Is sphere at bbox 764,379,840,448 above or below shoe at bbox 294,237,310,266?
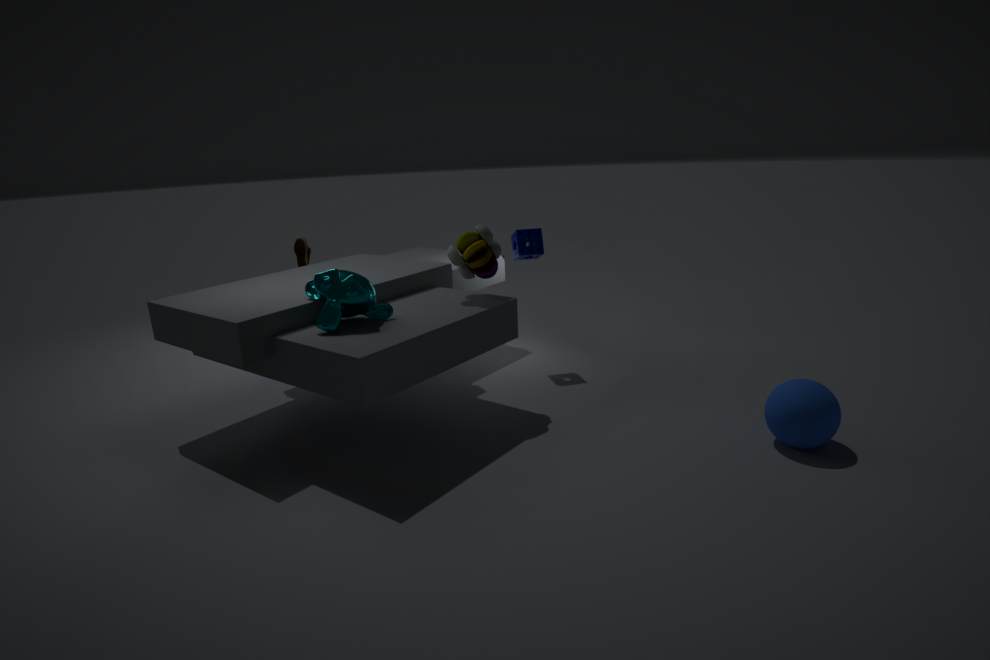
below
